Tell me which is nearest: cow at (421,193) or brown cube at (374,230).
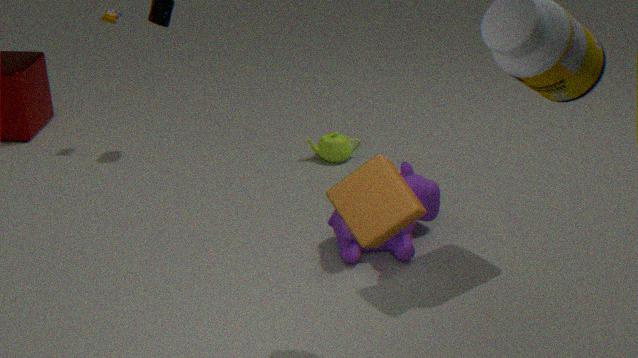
brown cube at (374,230)
